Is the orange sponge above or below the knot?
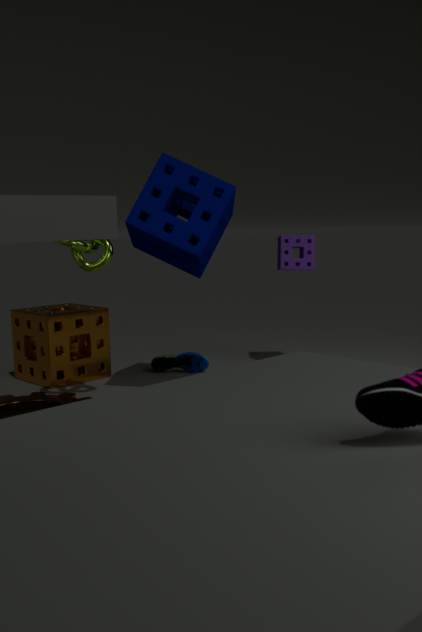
below
